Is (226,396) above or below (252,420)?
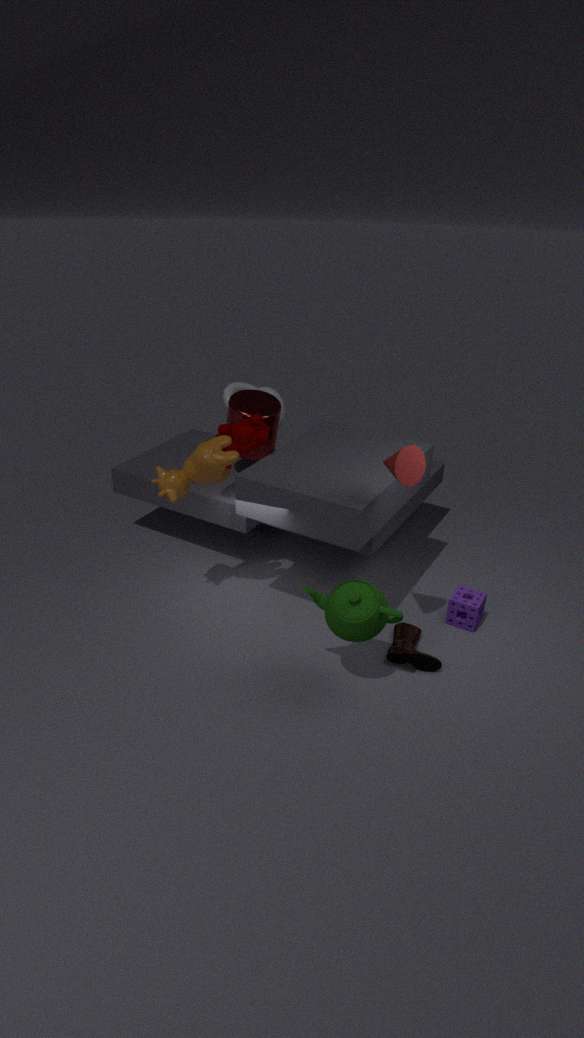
below
